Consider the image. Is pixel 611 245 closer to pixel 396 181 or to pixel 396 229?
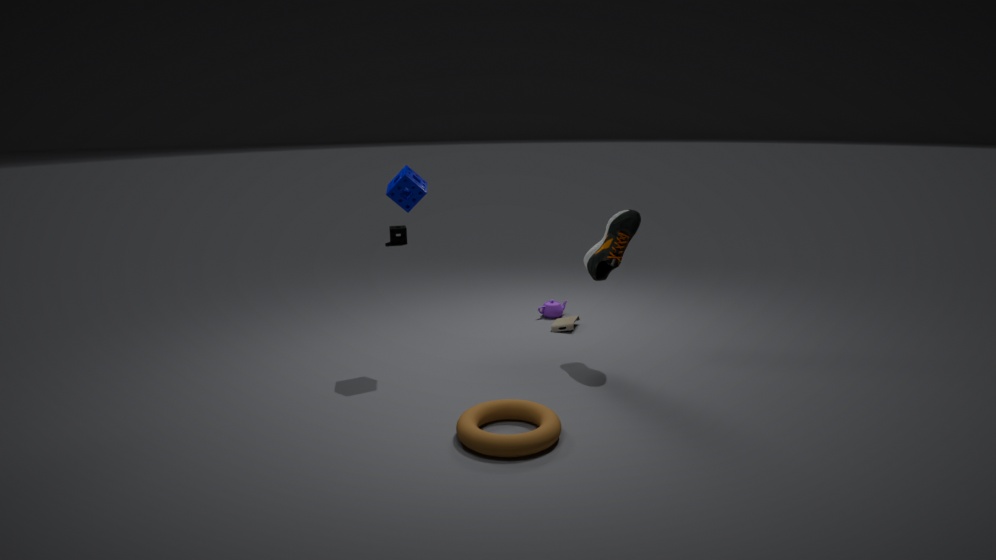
pixel 396 181
